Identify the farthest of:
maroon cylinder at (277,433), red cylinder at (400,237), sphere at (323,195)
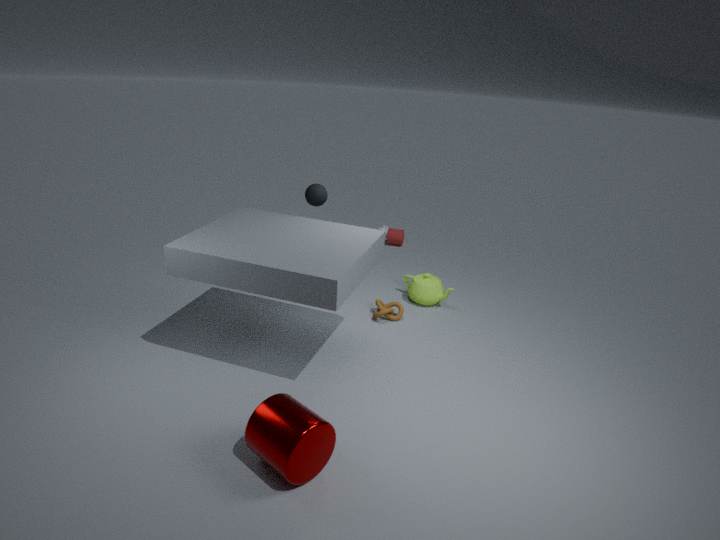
red cylinder at (400,237)
